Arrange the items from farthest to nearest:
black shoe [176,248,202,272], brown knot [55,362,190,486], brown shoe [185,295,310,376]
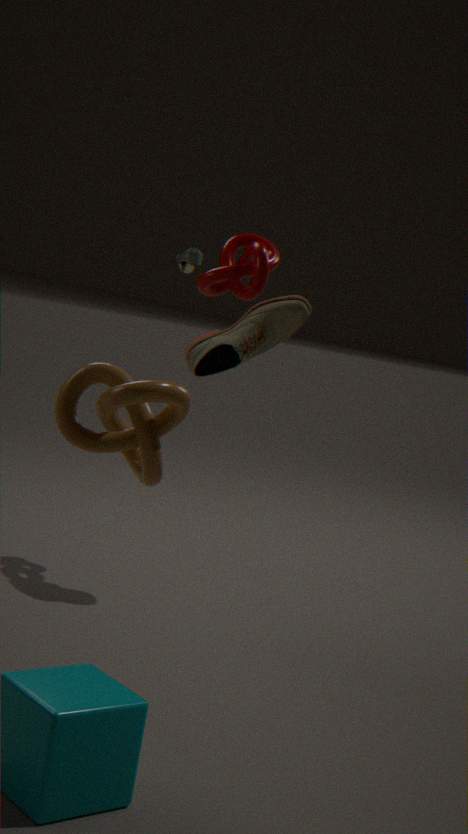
1. black shoe [176,248,202,272]
2. brown shoe [185,295,310,376]
3. brown knot [55,362,190,486]
